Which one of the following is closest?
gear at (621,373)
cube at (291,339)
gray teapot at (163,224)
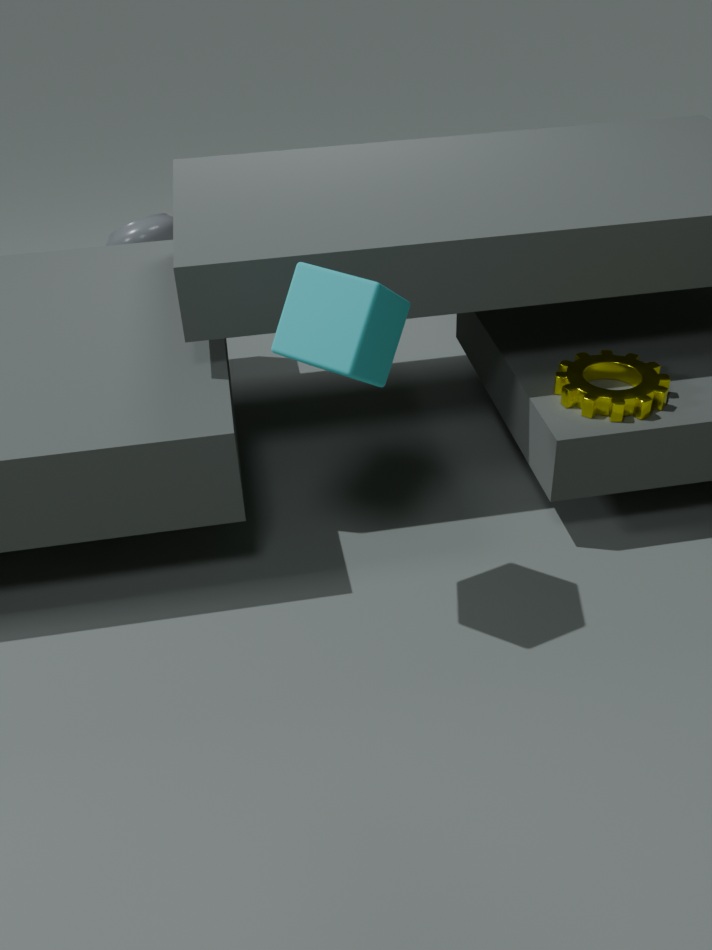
cube at (291,339)
